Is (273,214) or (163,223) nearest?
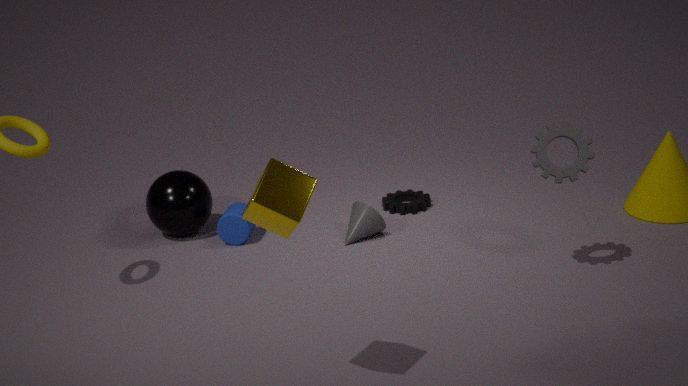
(273,214)
